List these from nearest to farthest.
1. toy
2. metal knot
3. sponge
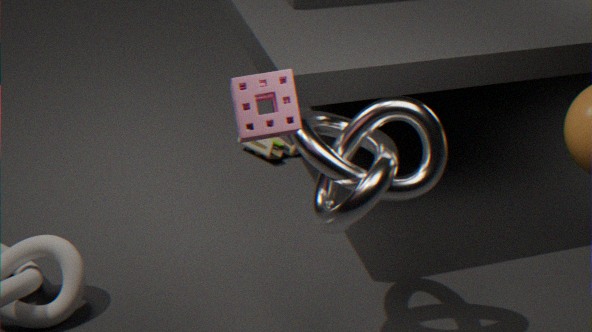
sponge < metal knot < toy
